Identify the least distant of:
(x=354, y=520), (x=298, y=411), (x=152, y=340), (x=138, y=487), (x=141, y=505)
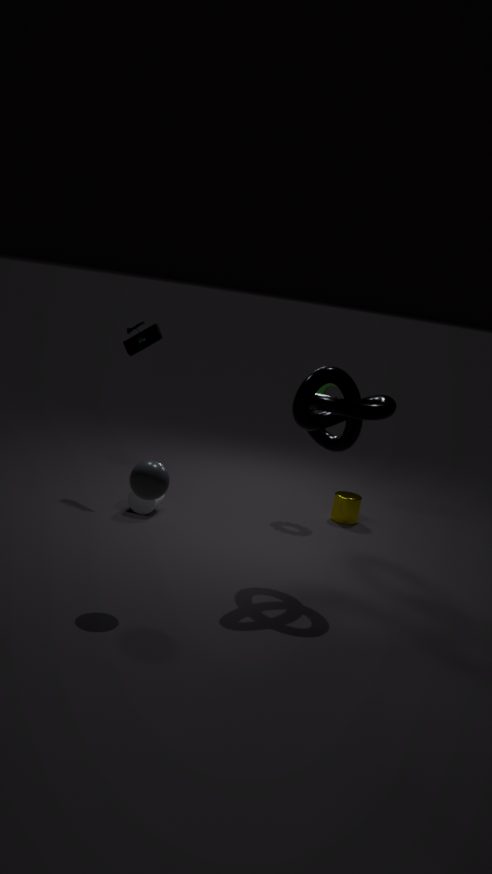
(x=138, y=487)
